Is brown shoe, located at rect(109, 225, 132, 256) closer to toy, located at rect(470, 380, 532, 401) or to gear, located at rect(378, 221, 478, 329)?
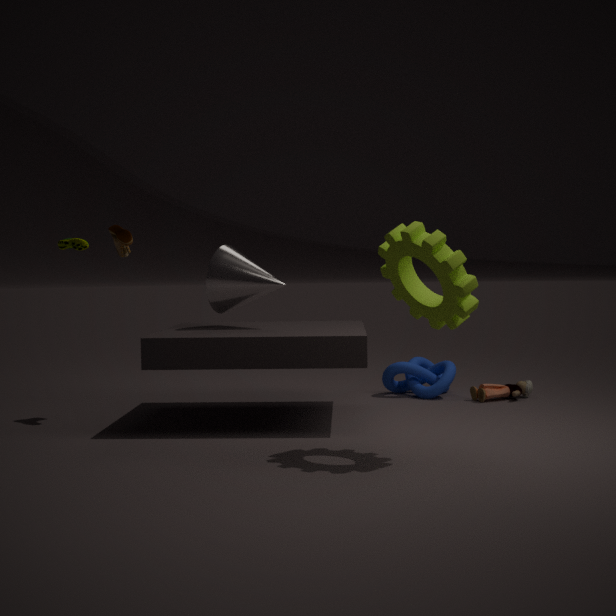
gear, located at rect(378, 221, 478, 329)
